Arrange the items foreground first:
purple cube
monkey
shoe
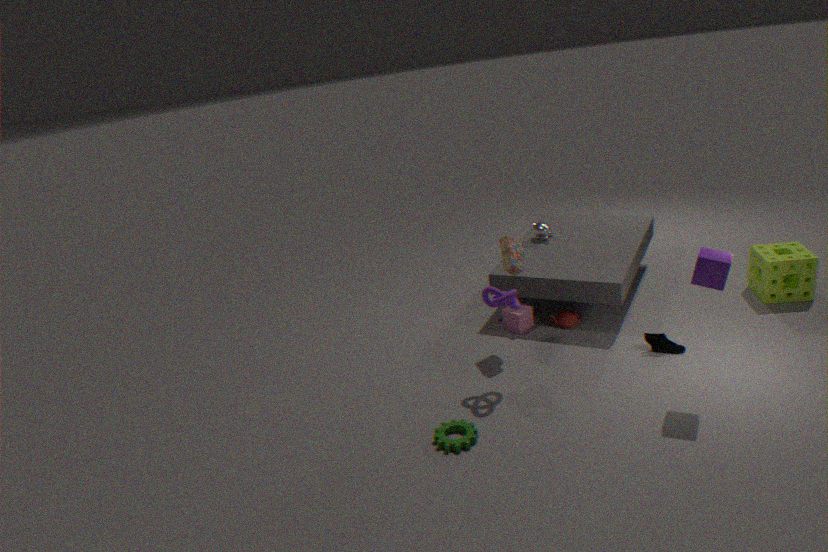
purple cube
shoe
monkey
